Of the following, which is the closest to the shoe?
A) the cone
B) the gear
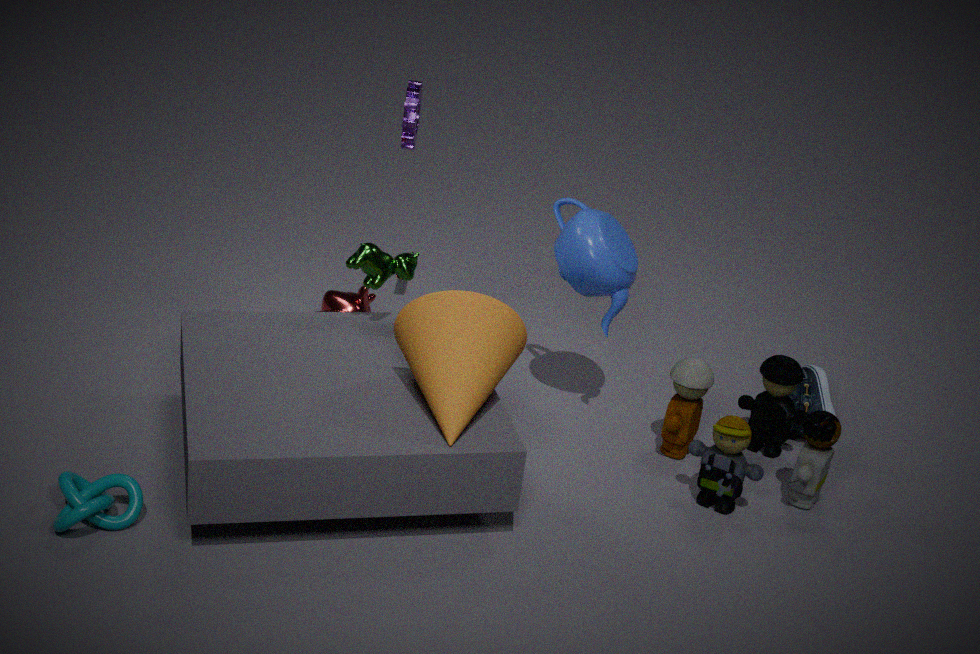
the cone
